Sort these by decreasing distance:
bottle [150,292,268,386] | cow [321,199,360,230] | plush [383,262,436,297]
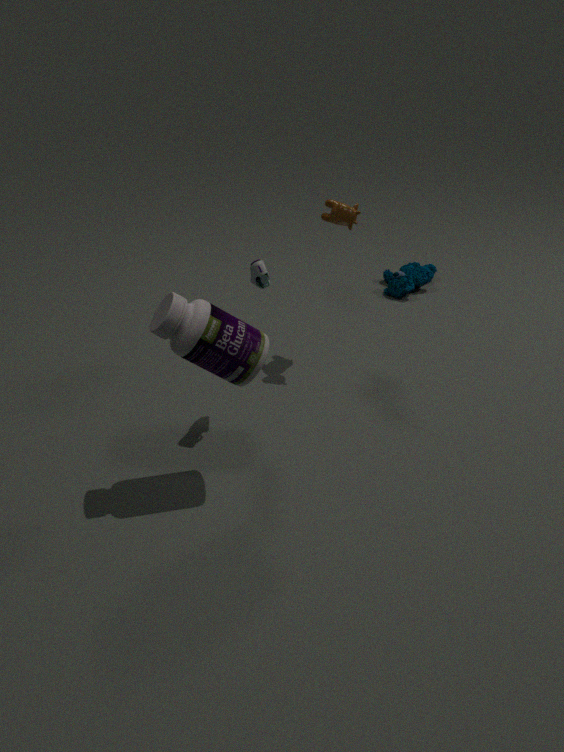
plush [383,262,436,297], cow [321,199,360,230], bottle [150,292,268,386]
